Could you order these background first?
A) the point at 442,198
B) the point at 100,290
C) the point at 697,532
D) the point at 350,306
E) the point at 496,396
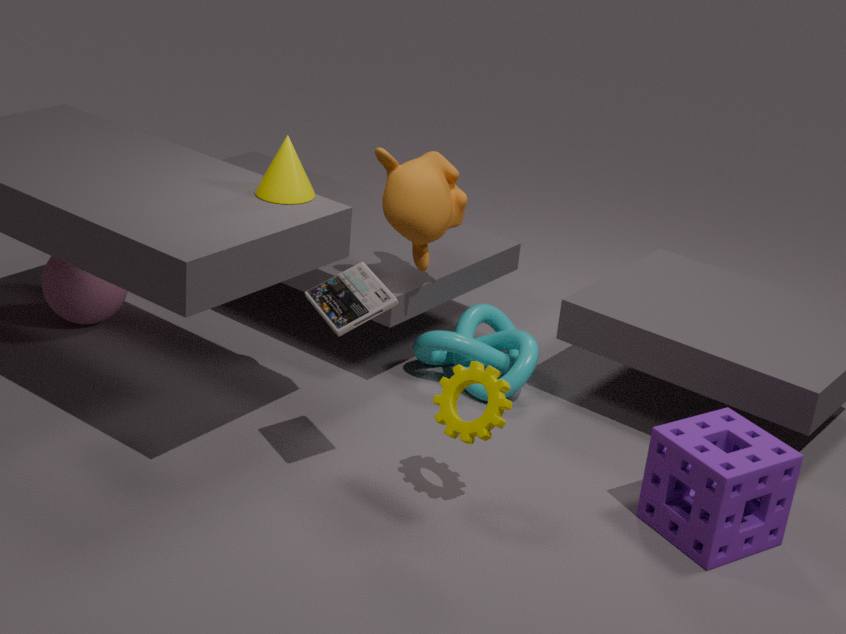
the point at 100,290 → the point at 442,198 → the point at 697,532 → the point at 496,396 → the point at 350,306
